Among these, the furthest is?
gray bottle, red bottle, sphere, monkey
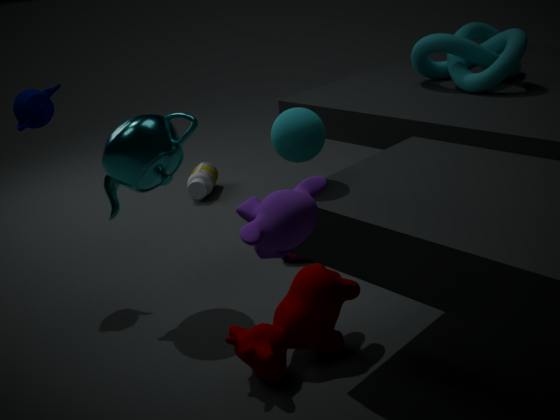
gray bottle
